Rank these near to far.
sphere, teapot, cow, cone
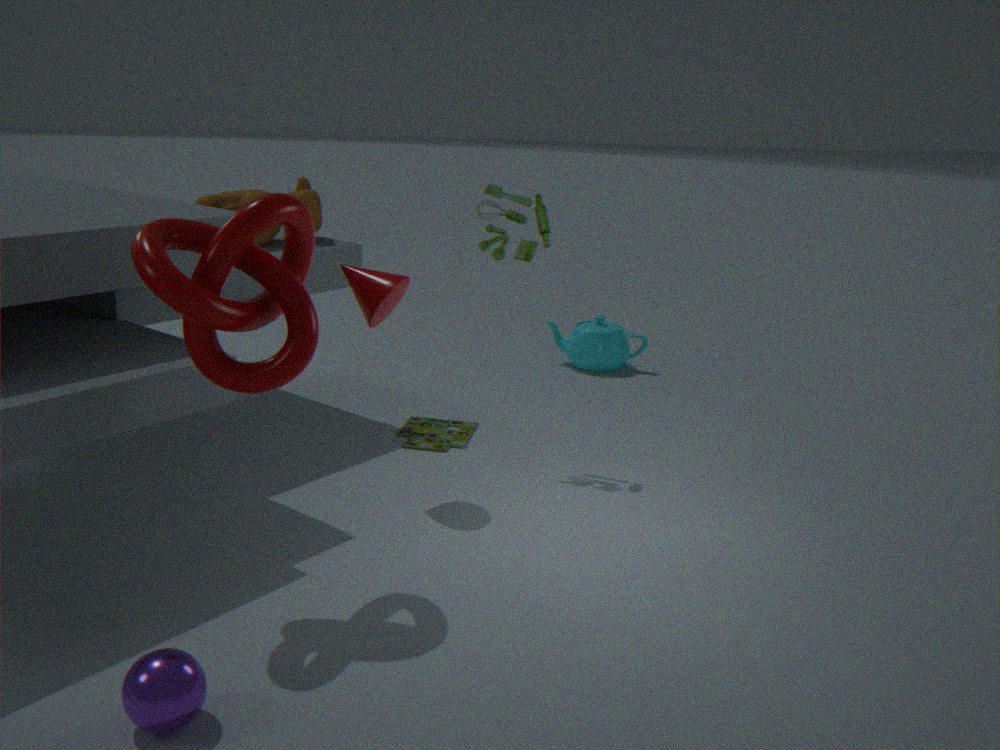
sphere, cone, cow, teapot
